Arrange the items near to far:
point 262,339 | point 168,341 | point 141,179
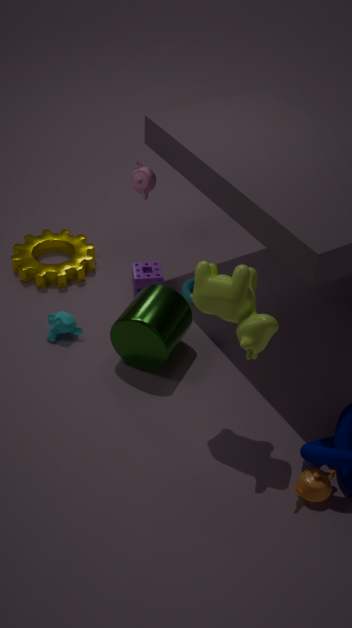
point 262,339 < point 168,341 < point 141,179
